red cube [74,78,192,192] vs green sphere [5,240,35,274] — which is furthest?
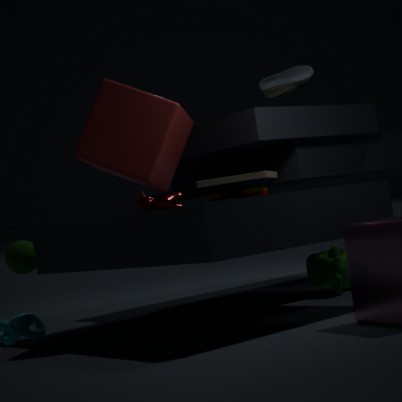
green sphere [5,240,35,274]
